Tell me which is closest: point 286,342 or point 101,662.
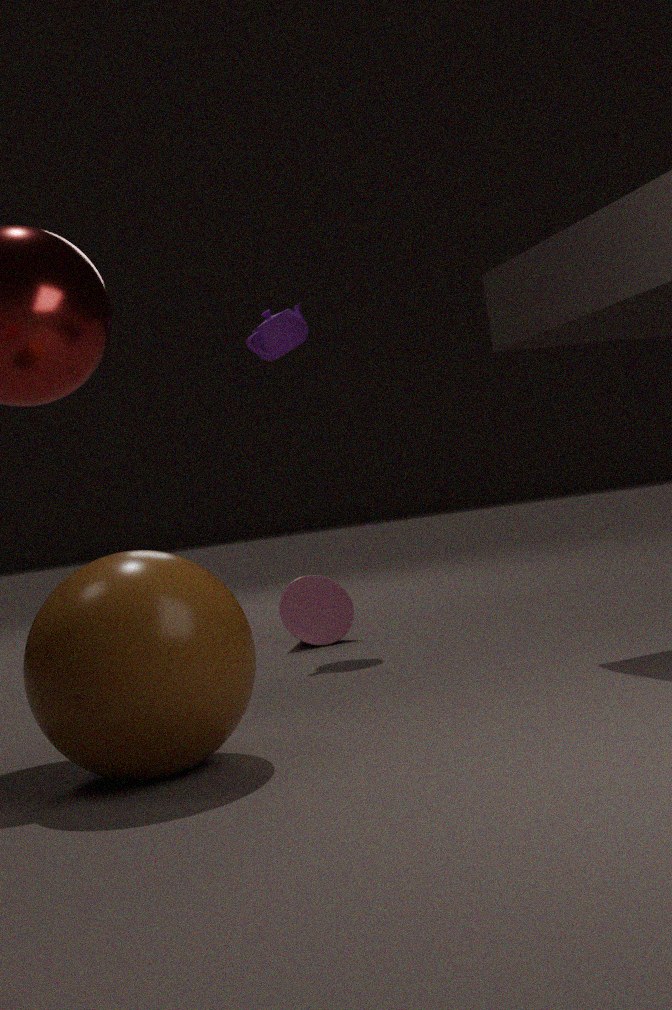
point 101,662
